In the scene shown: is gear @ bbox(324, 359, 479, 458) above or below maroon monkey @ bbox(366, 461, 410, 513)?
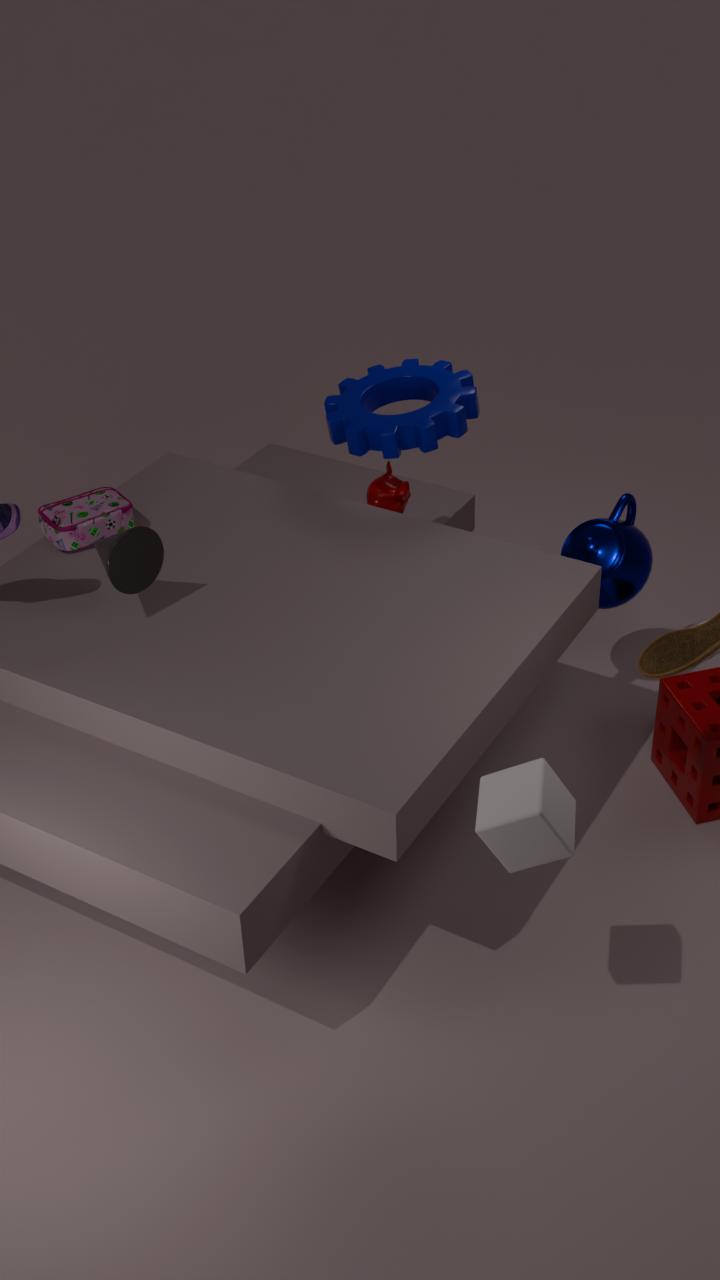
above
